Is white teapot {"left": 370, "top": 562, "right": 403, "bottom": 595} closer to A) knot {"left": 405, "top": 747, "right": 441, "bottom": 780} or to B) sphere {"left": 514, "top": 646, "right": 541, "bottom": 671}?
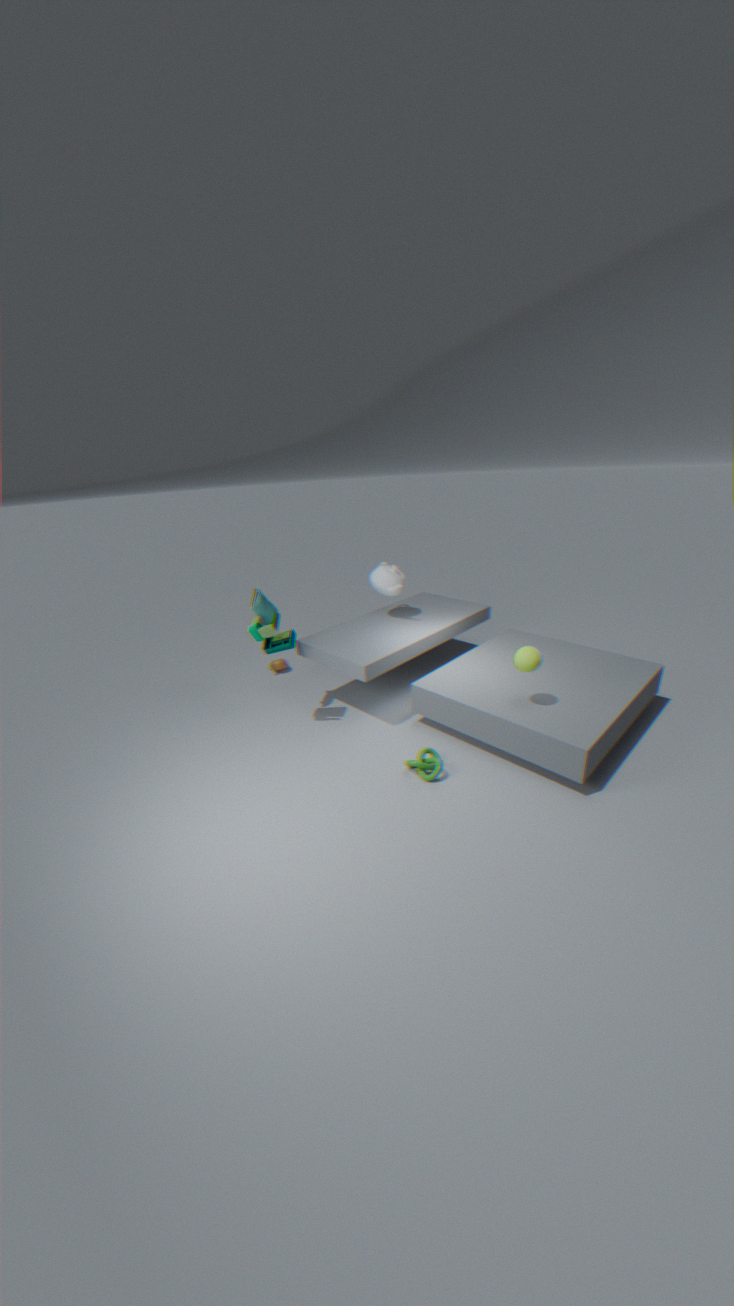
B) sphere {"left": 514, "top": 646, "right": 541, "bottom": 671}
